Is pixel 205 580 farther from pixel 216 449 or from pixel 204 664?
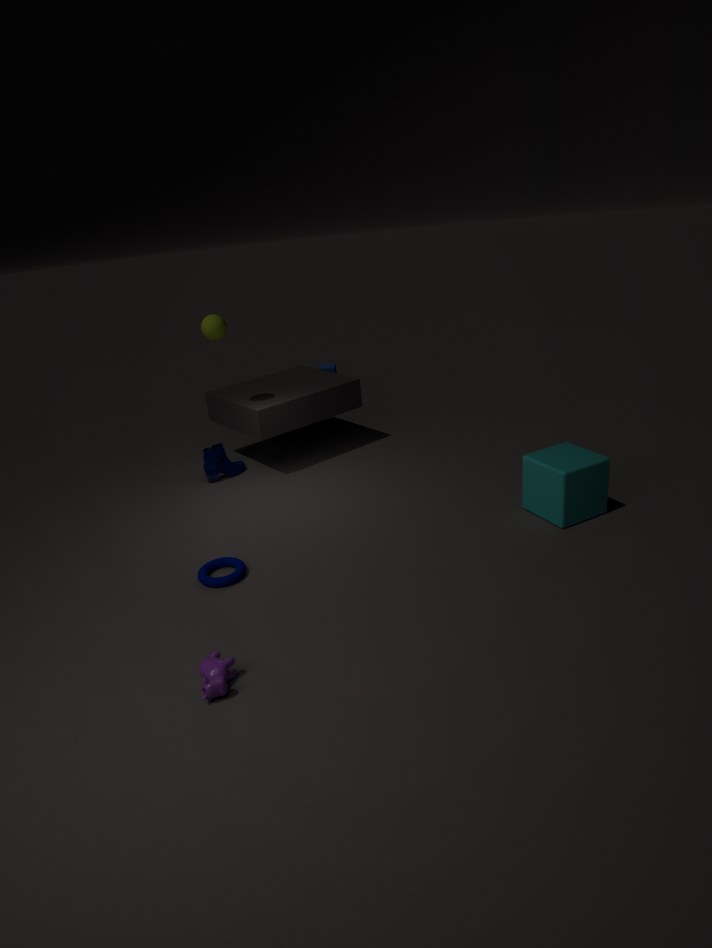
pixel 216 449
